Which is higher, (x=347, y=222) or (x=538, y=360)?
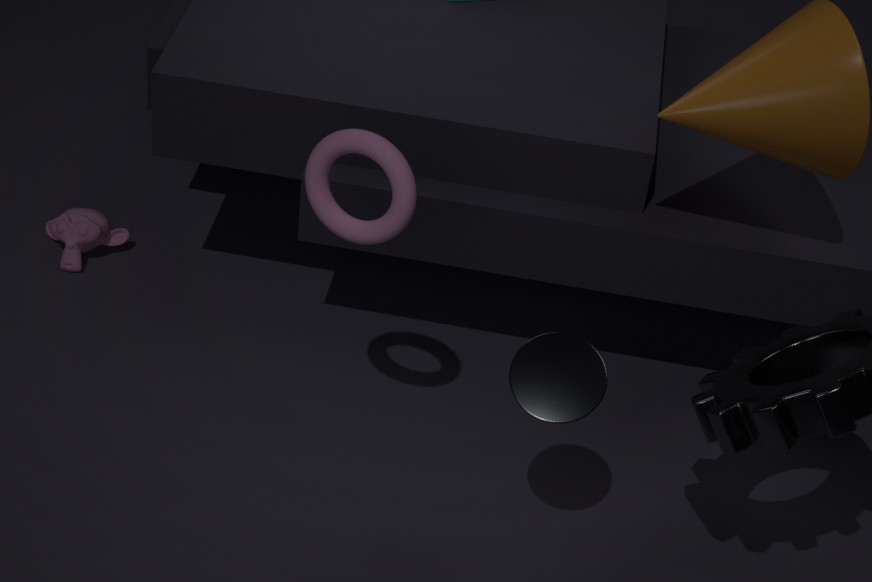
(x=347, y=222)
